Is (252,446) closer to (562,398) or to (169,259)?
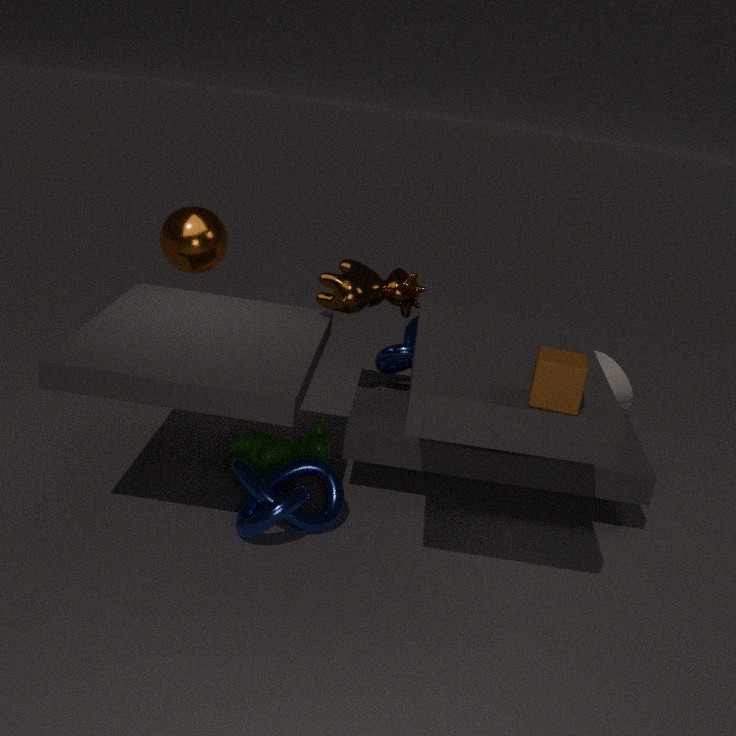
(169,259)
